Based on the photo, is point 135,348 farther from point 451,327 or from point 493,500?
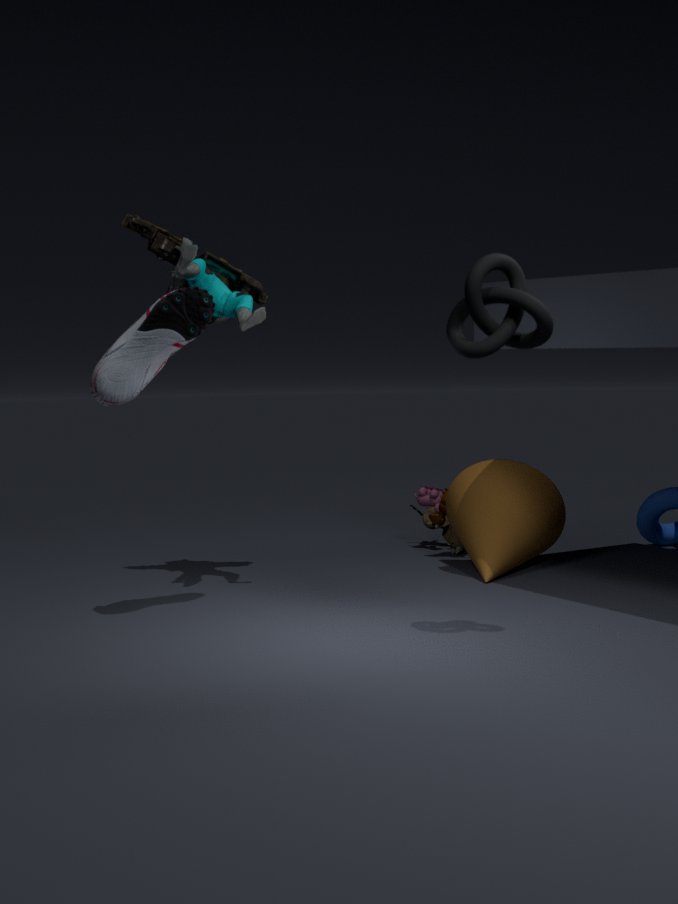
point 493,500
